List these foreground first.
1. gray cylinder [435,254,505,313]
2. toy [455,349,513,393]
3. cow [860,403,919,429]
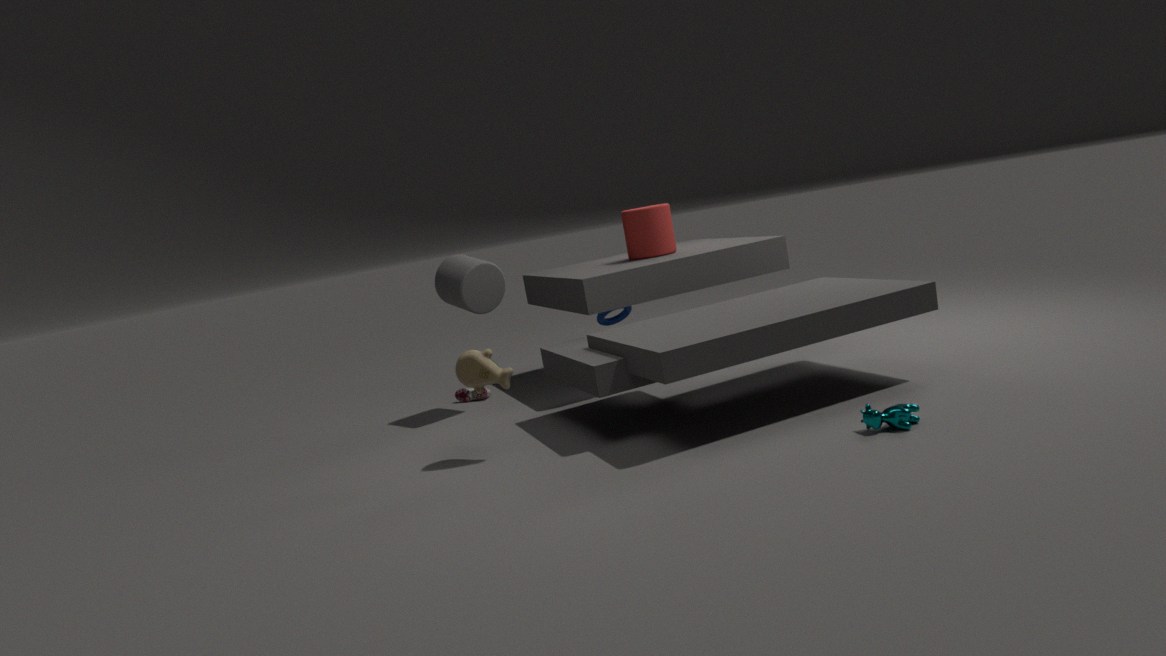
1. cow [860,403,919,429]
2. toy [455,349,513,393]
3. gray cylinder [435,254,505,313]
